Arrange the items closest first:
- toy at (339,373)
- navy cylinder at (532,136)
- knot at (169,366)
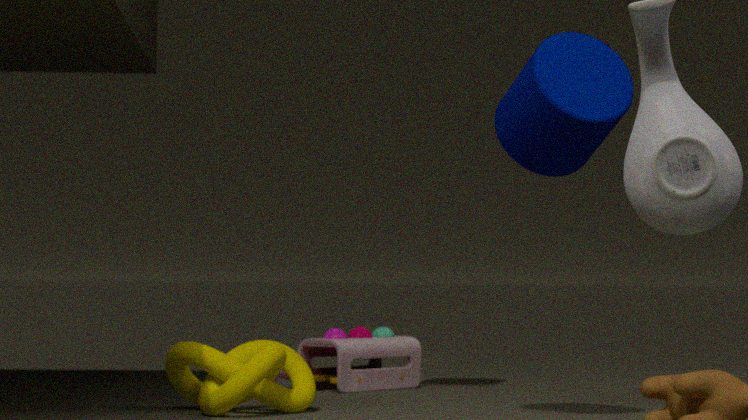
navy cylinder at (532,136) → knot at (169,366) → toy at (339,373)
